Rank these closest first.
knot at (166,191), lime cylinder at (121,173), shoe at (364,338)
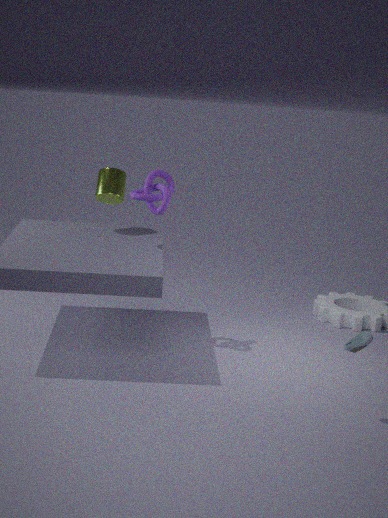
shoe at (364,338), knot at (166,191), lime cylinder at (121,173)
